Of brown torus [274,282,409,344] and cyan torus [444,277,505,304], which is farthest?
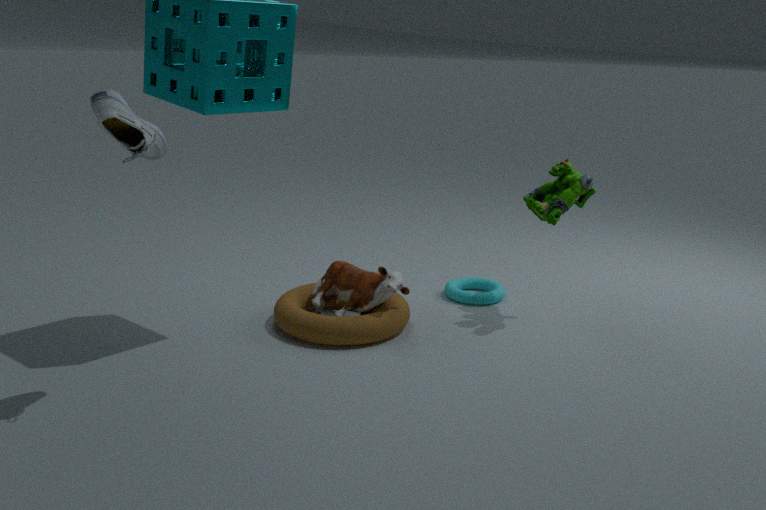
cyan torus [444,277,505,304]
